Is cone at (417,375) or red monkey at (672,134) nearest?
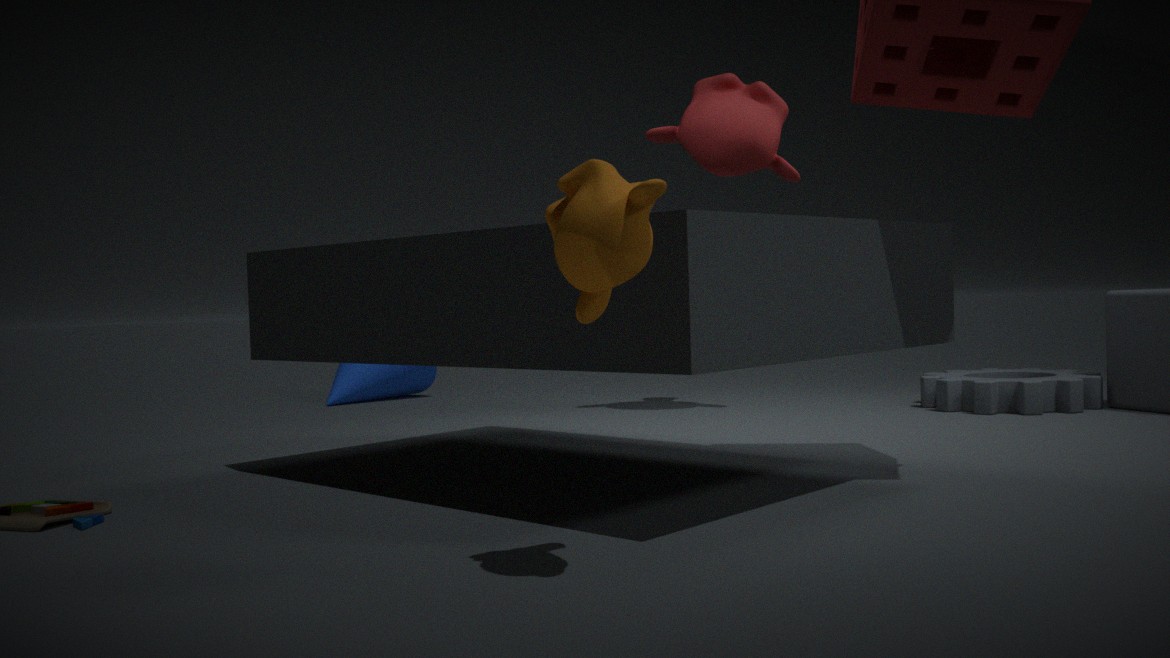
red monkey at (672,134)
